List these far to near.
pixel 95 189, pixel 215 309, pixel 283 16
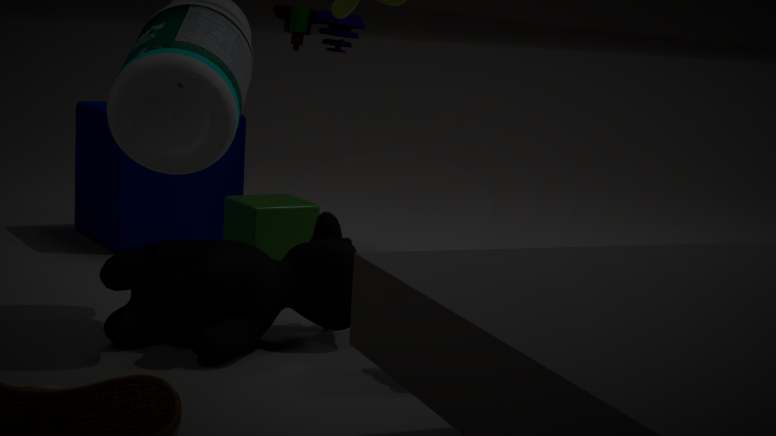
pixel 283 16
pixel 95 189
pixel 215 309
